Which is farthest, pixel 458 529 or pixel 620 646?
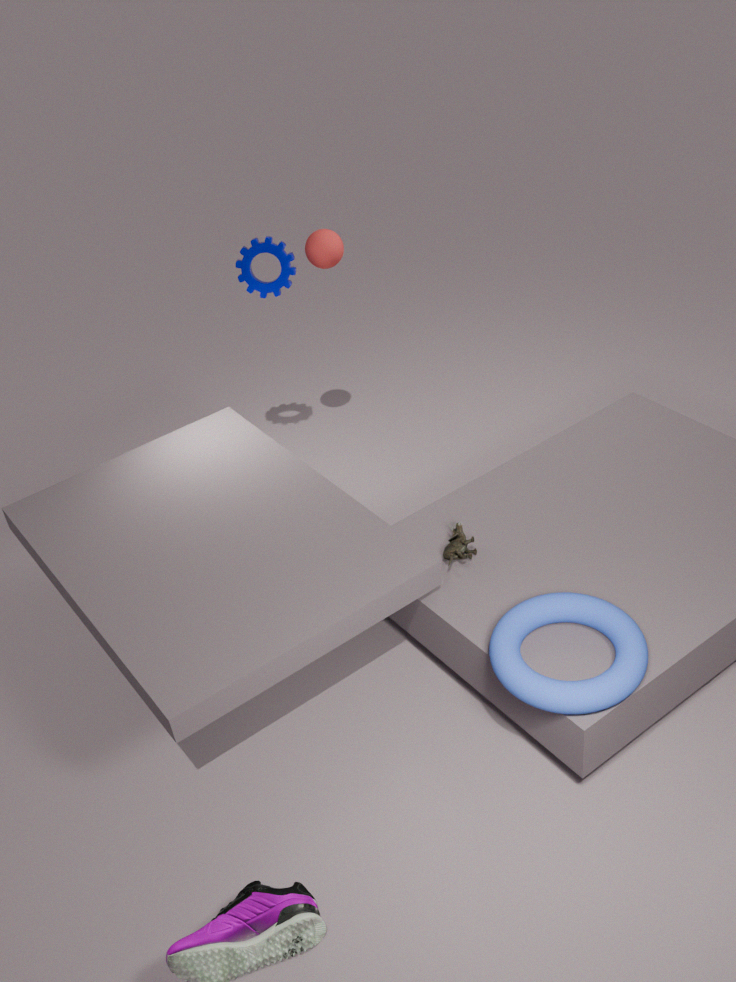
pixel 458 529
